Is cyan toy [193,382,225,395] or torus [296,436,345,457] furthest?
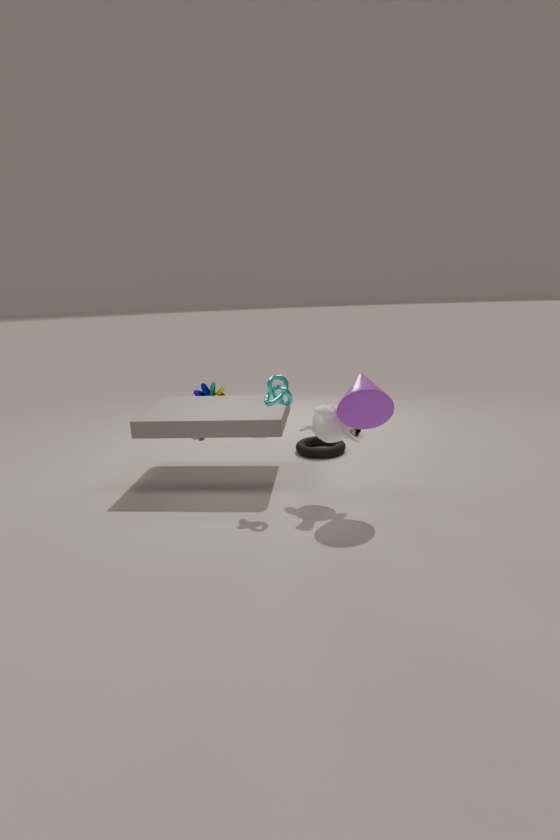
cyan toy [193,382,225,395]
